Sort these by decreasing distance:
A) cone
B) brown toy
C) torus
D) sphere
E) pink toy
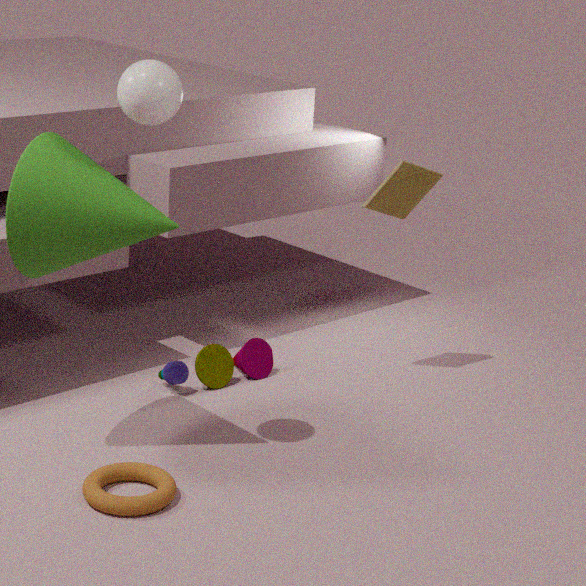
brown toy
pink toy
cone
torus
sphere
